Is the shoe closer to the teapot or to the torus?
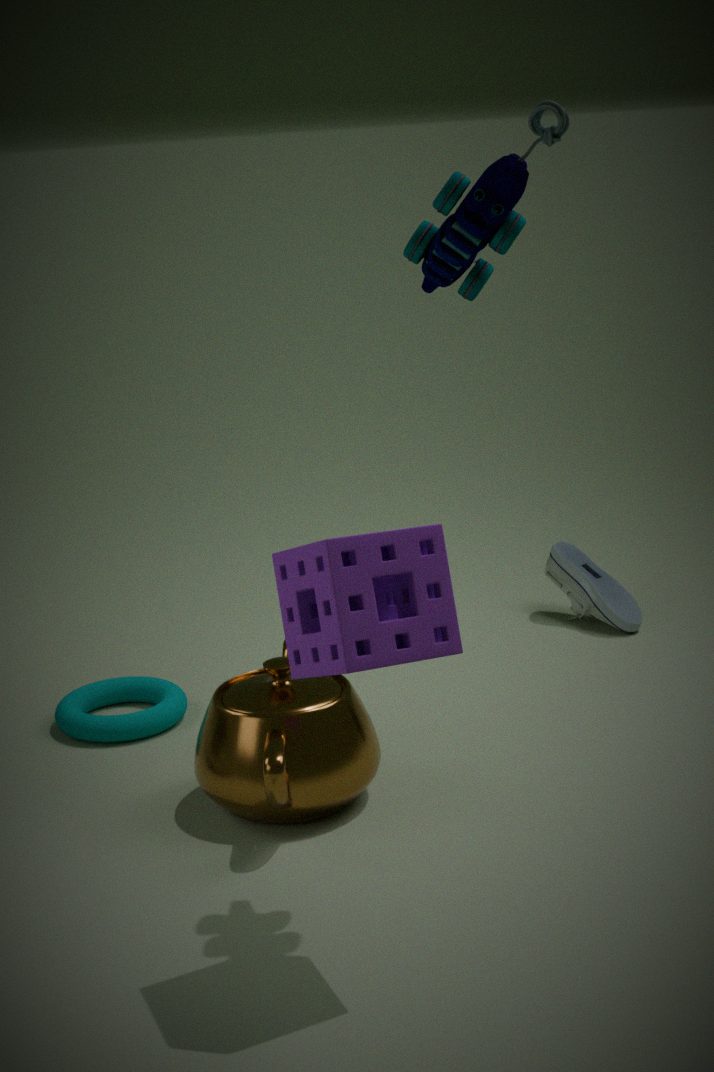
the teapot
